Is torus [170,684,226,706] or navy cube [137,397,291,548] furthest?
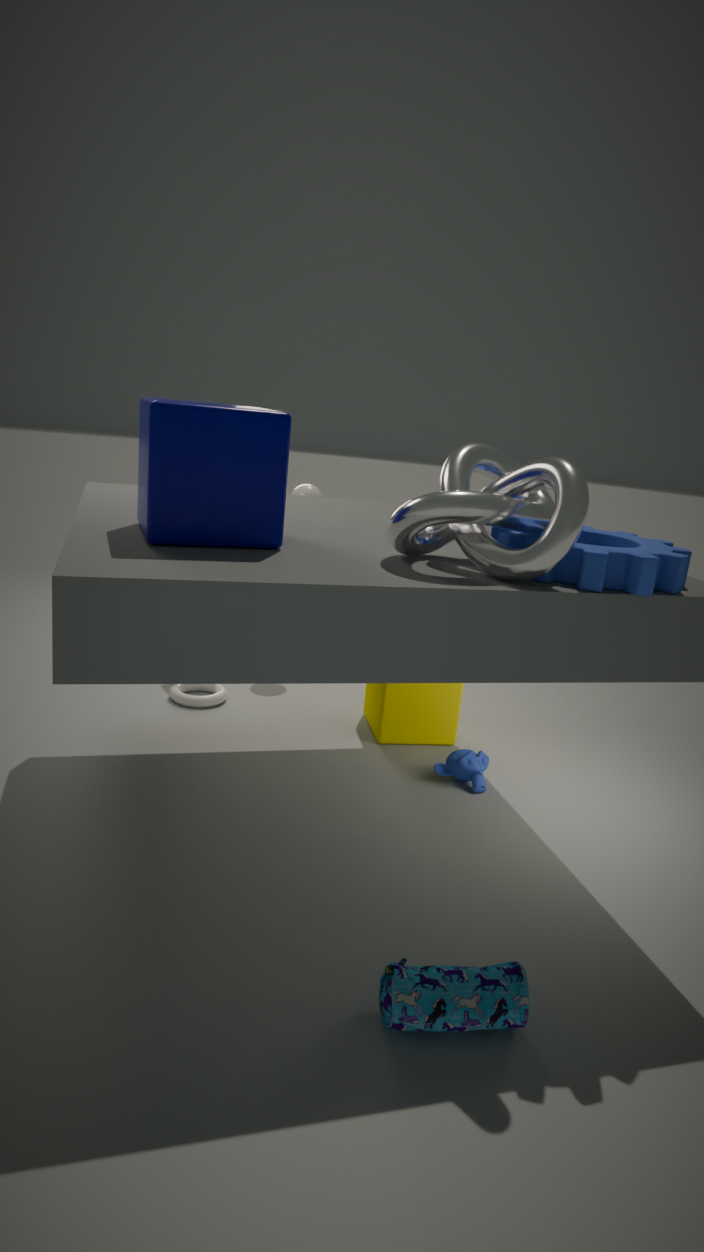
torus [170,684,226,706]
